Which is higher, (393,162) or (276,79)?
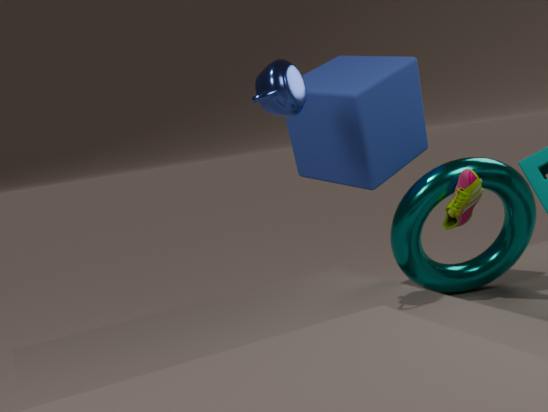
(276,79)
